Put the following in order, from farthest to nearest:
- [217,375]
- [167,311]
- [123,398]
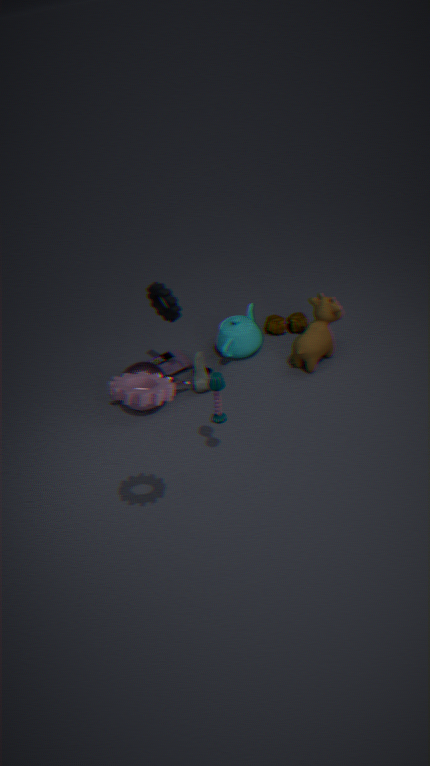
[167,311] < [217,375] < [123,398]
